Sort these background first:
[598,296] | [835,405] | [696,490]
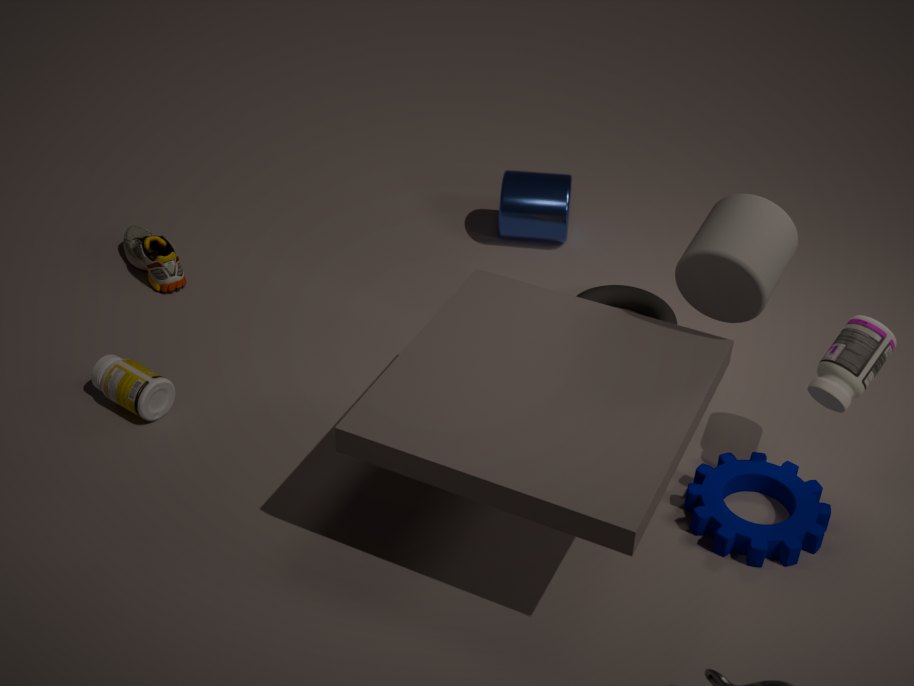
[598,296] < [696,490] < [835,405]
